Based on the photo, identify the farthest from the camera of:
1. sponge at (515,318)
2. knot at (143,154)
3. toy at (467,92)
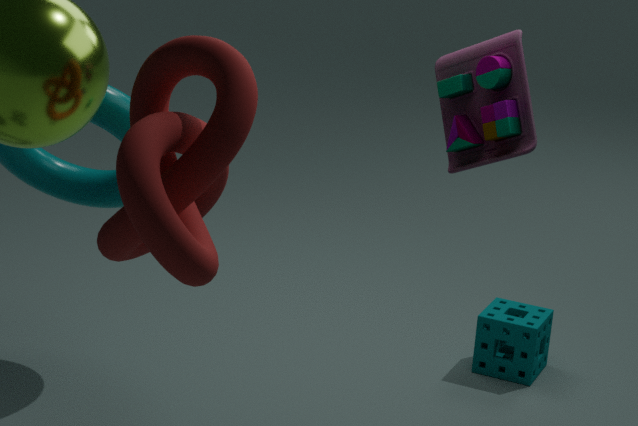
sponge at (515,318)
